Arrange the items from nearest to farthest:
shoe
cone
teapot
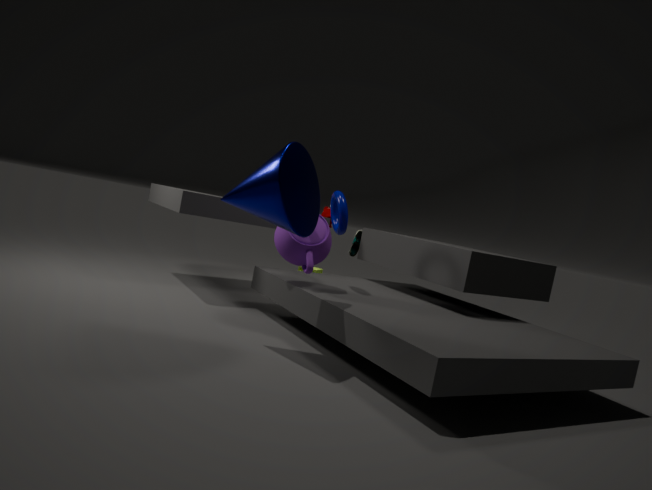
1. cone
2. teapot
3. shoe
